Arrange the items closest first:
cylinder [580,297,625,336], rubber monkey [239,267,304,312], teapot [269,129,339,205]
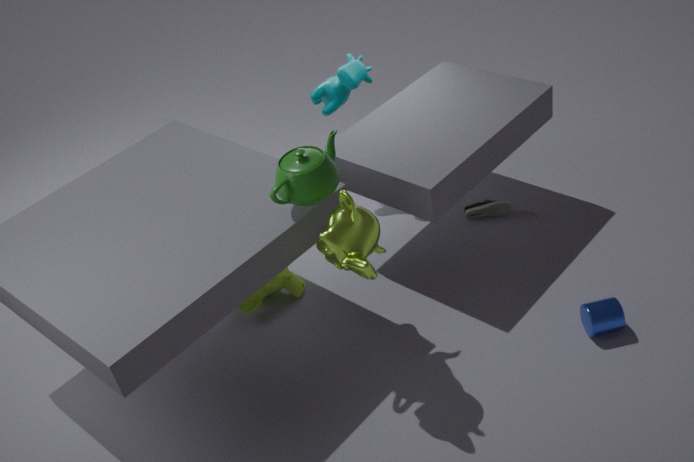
teapot [269,129,339,205]
cylinder [580,297,625,336]
rubber monkey [239,267,304,312]
